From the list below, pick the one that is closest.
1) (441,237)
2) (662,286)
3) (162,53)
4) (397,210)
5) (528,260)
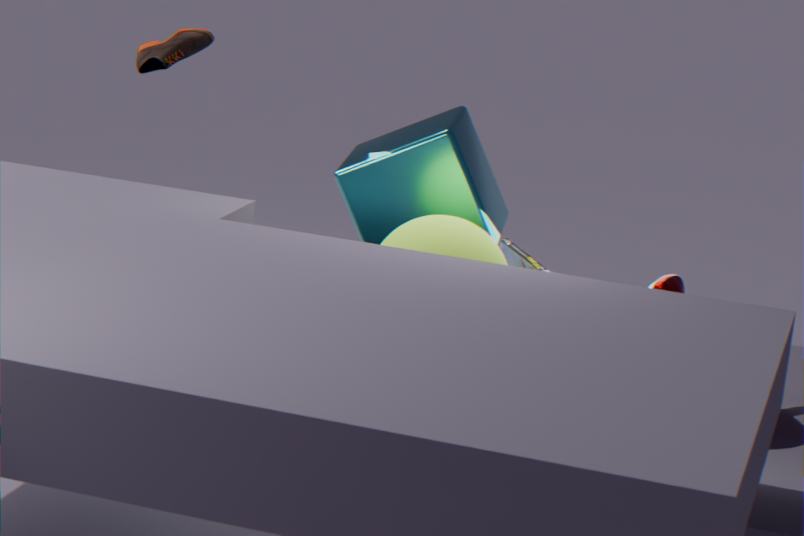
1. (441,237)
